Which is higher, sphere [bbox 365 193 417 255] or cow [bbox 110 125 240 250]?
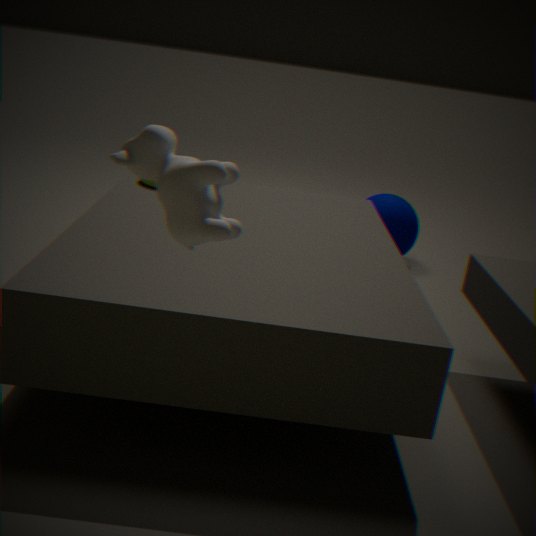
cow [bbox 110 125 240 250]
